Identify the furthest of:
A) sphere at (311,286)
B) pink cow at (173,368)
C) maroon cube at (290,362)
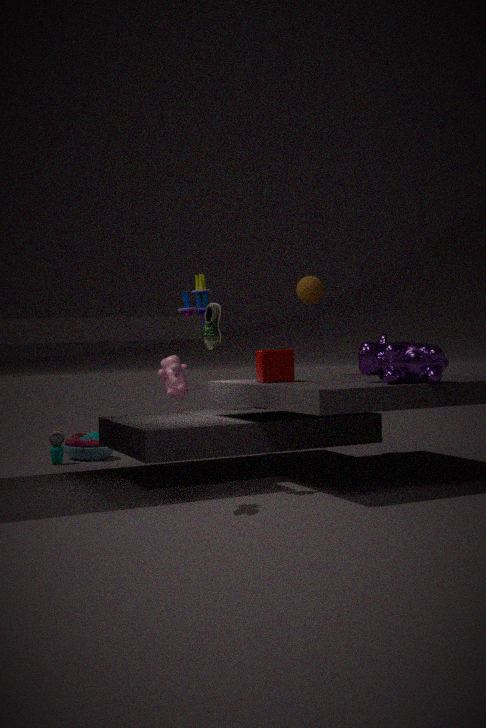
sphere at (311,286)
